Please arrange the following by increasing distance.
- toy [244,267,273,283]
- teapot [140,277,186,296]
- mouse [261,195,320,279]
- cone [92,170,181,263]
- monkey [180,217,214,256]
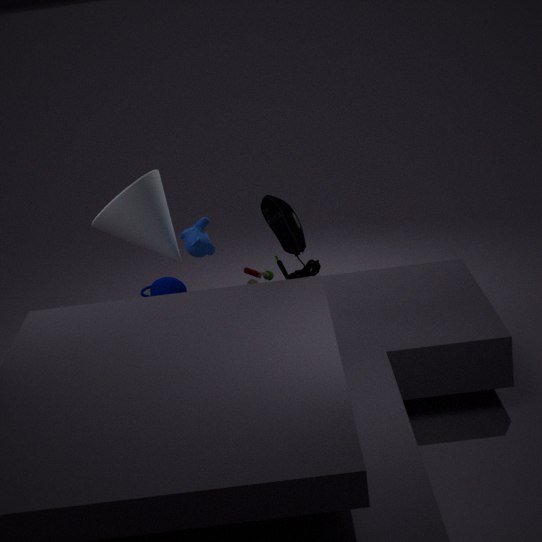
1. toy [244,267,273,283]
2. teapot [140,277,186,296]
3. mouse [261,195,320,279]
4. cone [92,170,181,263]
5. monkey [180,217,214,256]
